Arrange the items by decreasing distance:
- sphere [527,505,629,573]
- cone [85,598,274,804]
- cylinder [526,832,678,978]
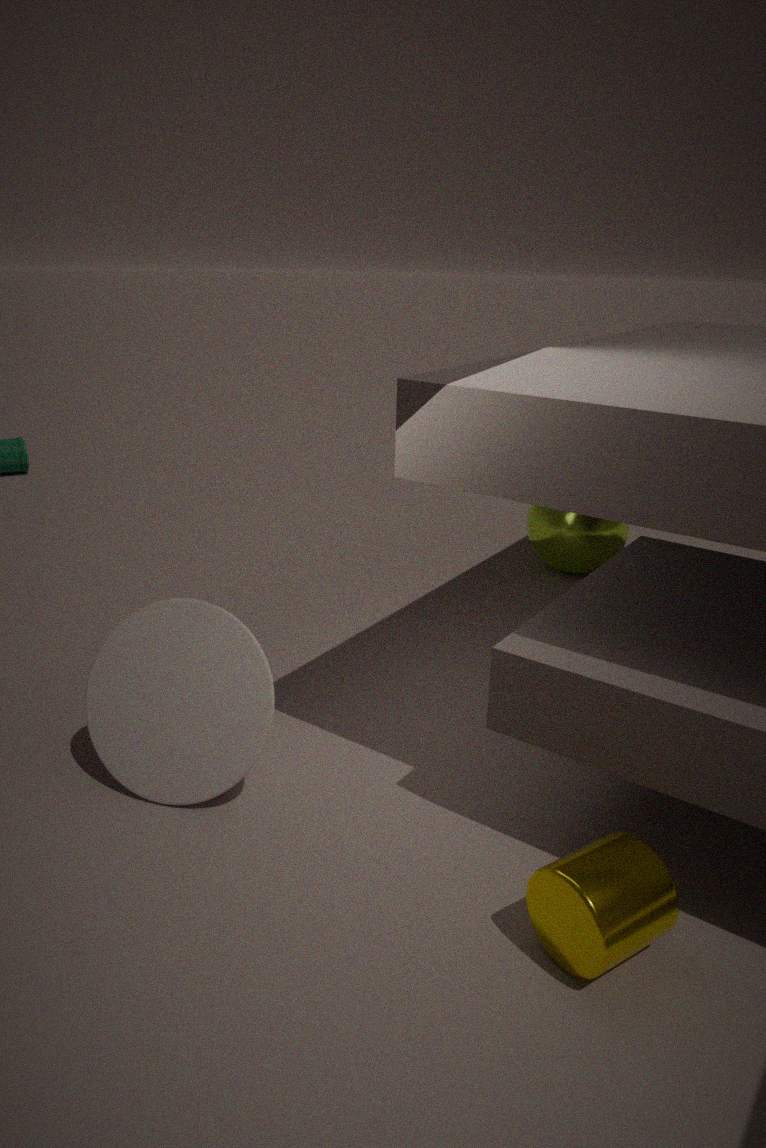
1. sphere [527,505,629,573]
2. cone [85,598,274,804]
3. cylinder [526,832,678,978]
